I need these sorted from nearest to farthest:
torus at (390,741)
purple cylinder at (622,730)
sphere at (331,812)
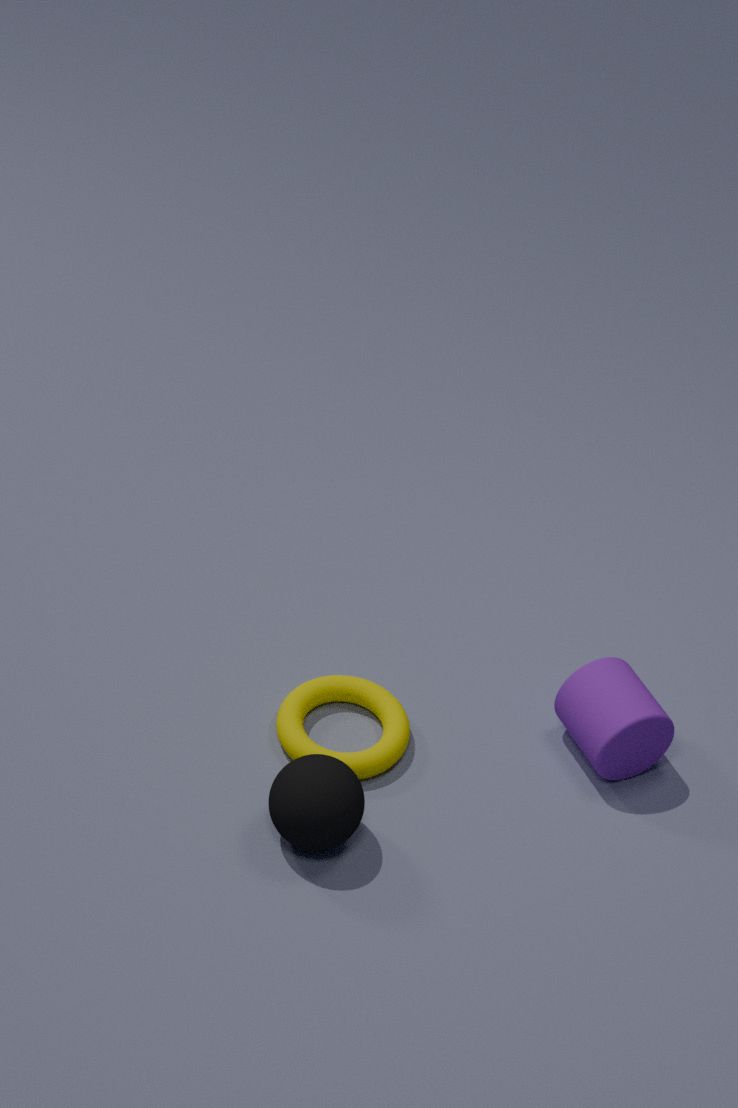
1. sphere at (331,812)
2. purple cylinder at (622,730)
3. torus at (390,741)
